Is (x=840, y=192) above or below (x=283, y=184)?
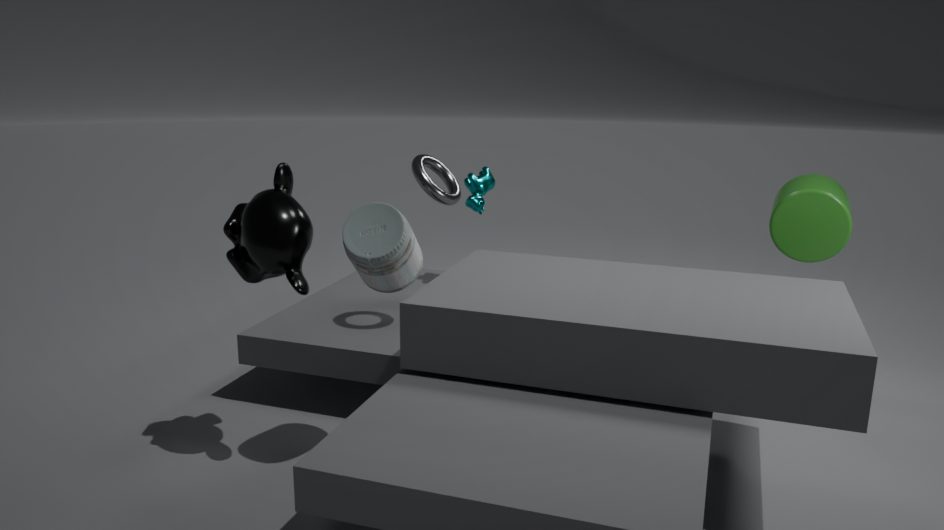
below
